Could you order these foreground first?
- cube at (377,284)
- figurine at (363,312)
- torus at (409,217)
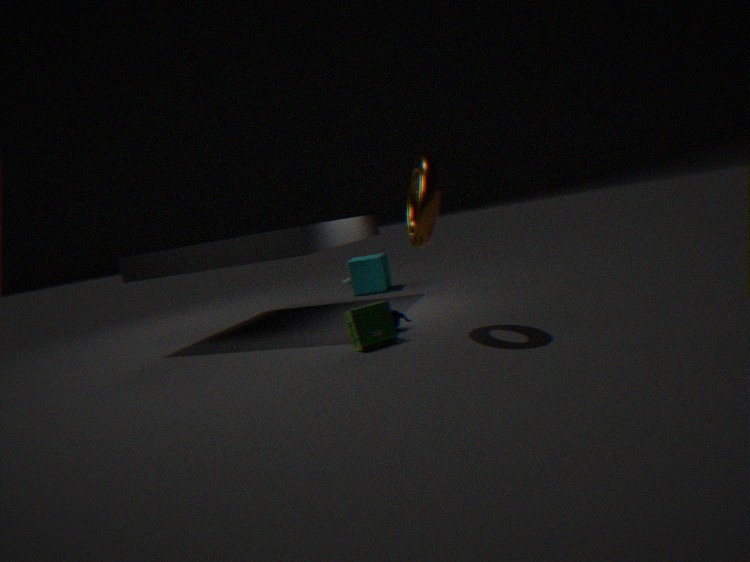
torus at (409,217)
figurine at (363,312)
cube at (377,284)
